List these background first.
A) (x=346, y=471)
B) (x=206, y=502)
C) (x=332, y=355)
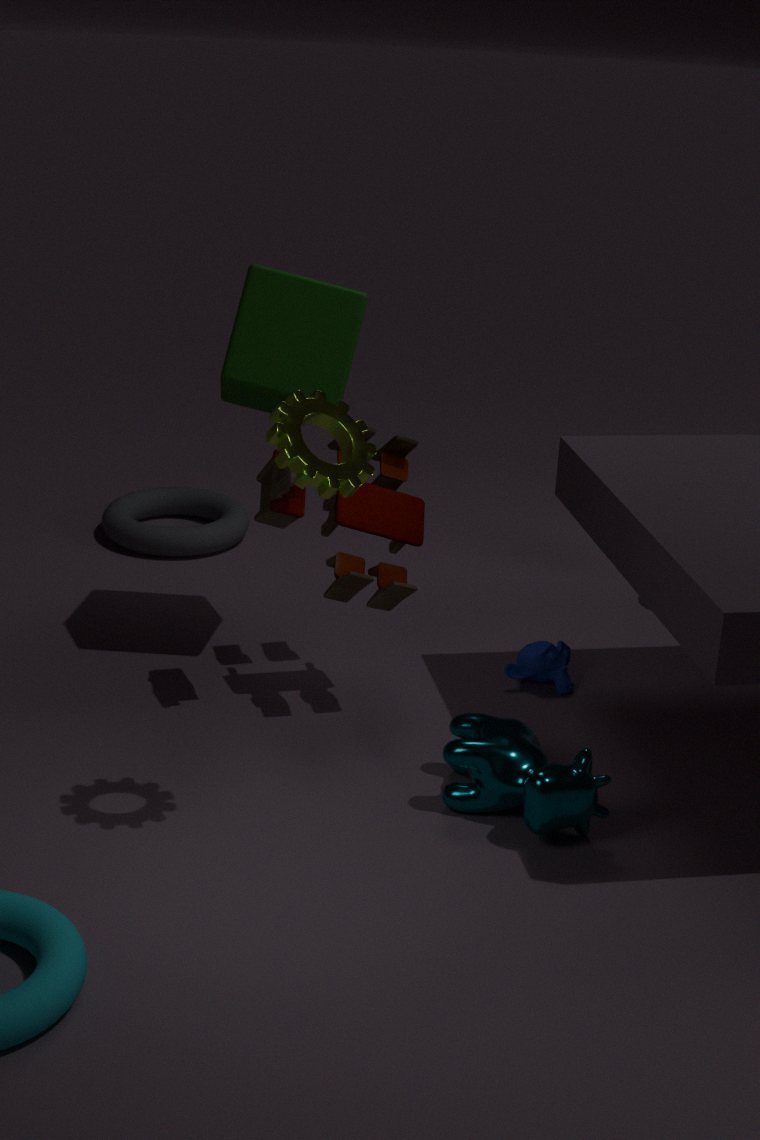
1. (x=206, y=502)
2. (x=332, y=355)
3. (x=346, y=471)
